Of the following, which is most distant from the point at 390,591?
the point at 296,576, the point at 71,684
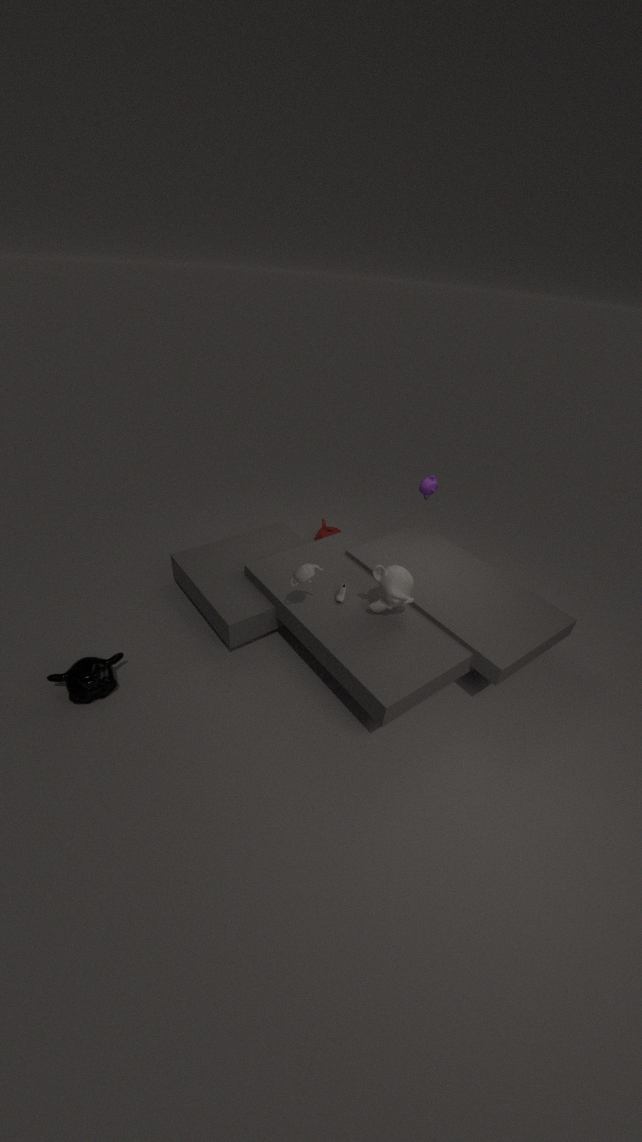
the point at 71,684
